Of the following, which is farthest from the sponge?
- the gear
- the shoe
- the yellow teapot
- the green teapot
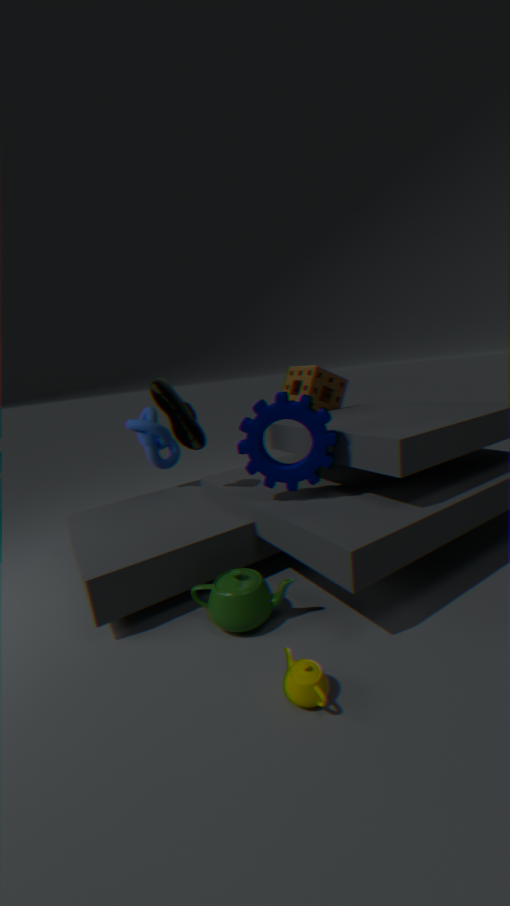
the yellow teapot
